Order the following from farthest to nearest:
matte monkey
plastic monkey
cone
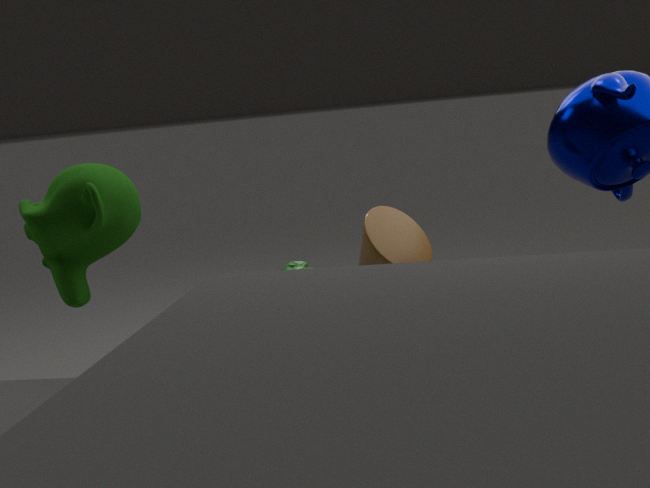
plastic monkey < matte monkey < cone
